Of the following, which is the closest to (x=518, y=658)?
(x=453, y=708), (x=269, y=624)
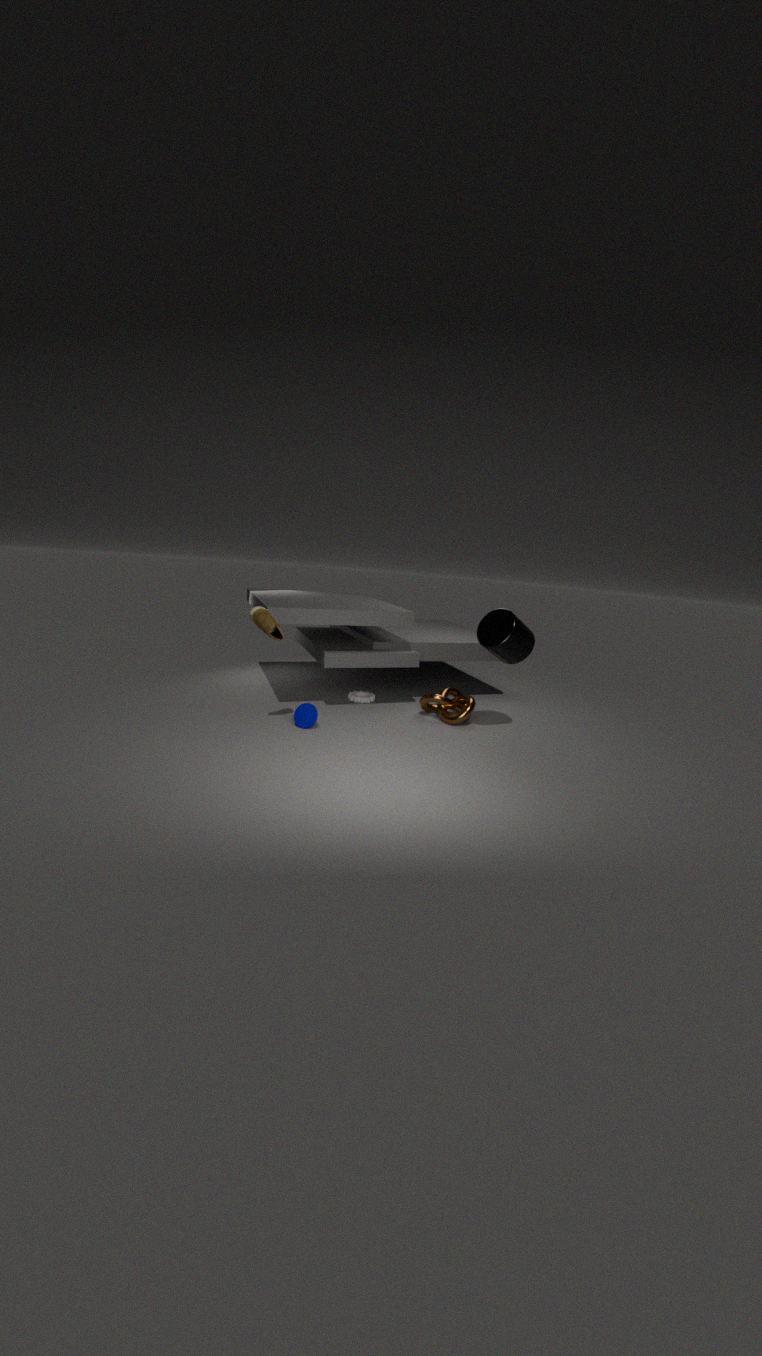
(x=453, y=708)
